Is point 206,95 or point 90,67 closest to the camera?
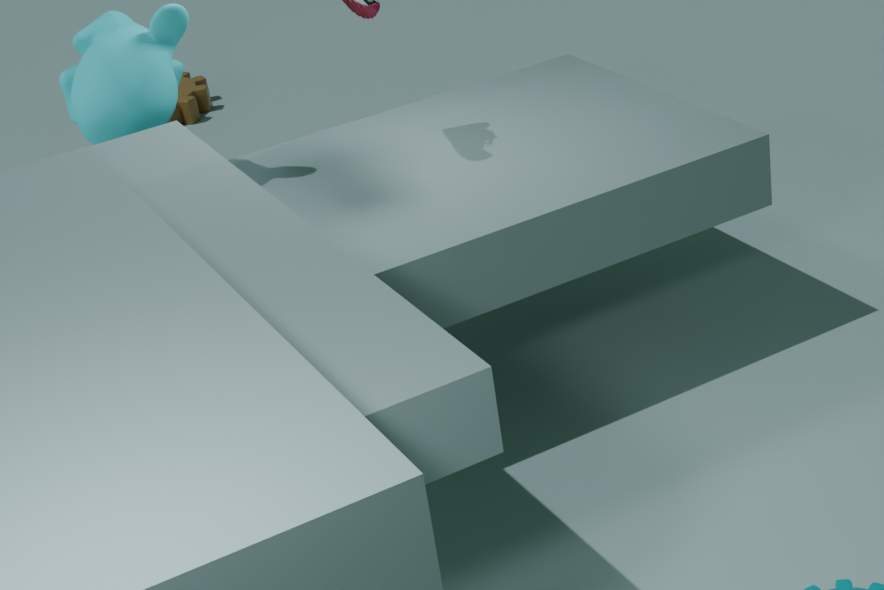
point 90,67
